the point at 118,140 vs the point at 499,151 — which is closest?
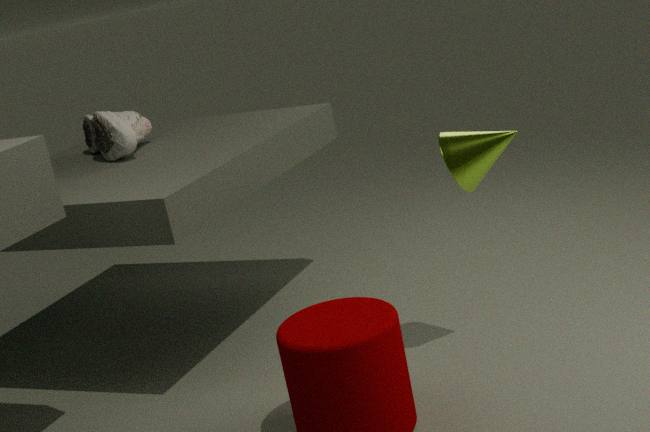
the point at 499,151
